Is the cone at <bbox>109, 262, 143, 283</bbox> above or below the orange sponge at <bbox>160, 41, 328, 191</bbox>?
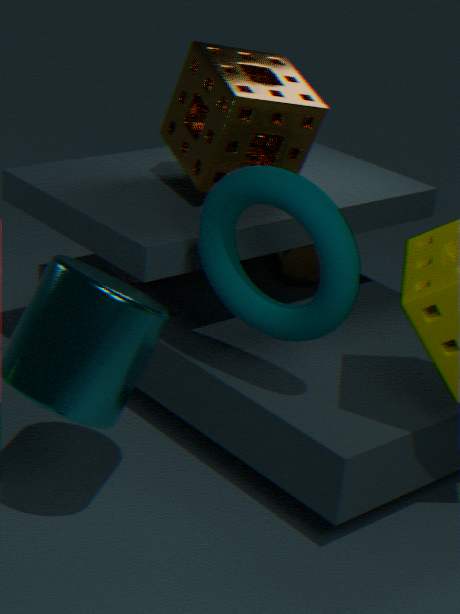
below
